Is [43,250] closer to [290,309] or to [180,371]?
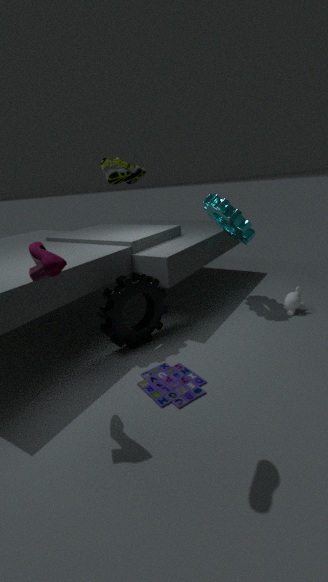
[180,371]
